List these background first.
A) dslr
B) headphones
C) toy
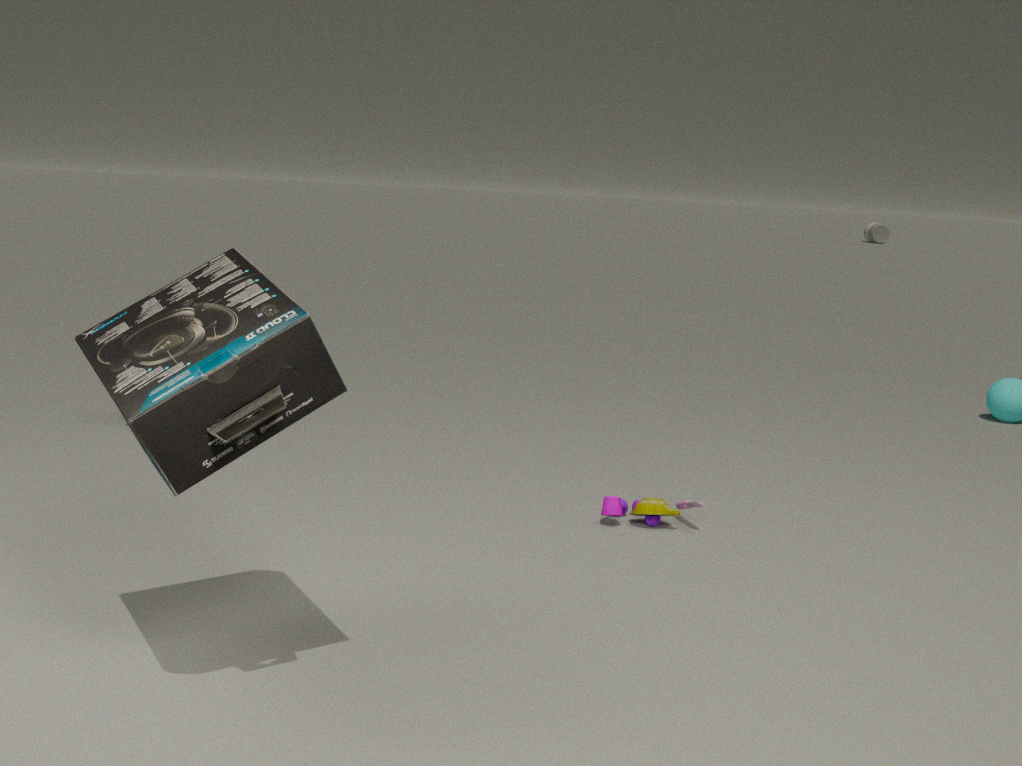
dslr, toy, headphones
